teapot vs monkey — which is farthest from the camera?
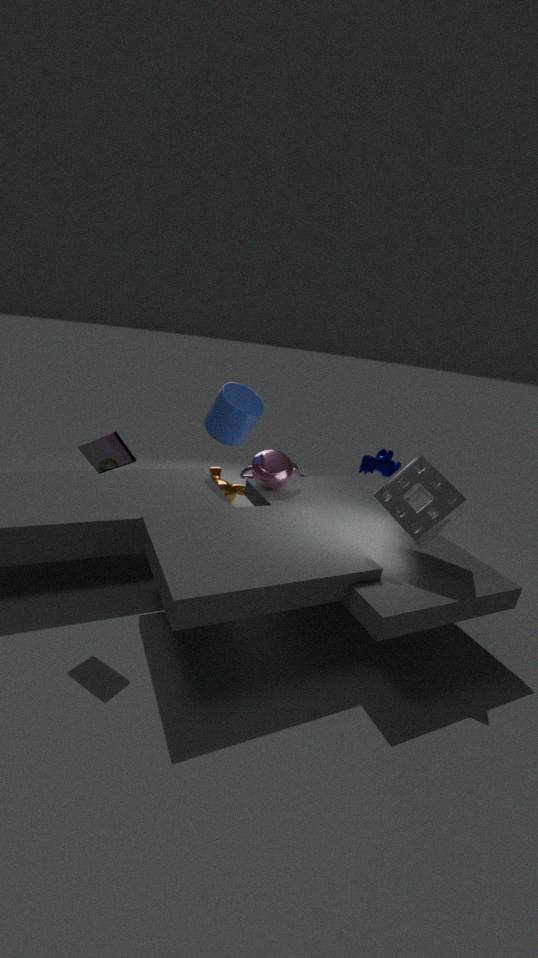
monkey
